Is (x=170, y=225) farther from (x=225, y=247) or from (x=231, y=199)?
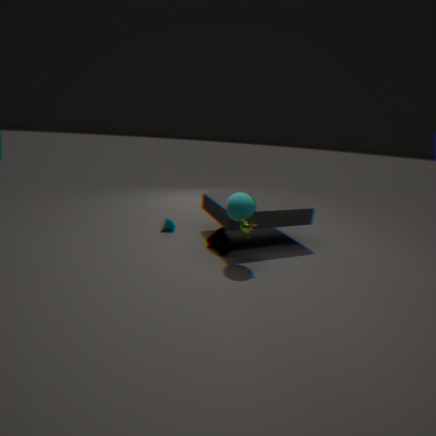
(x=231, y=199)
